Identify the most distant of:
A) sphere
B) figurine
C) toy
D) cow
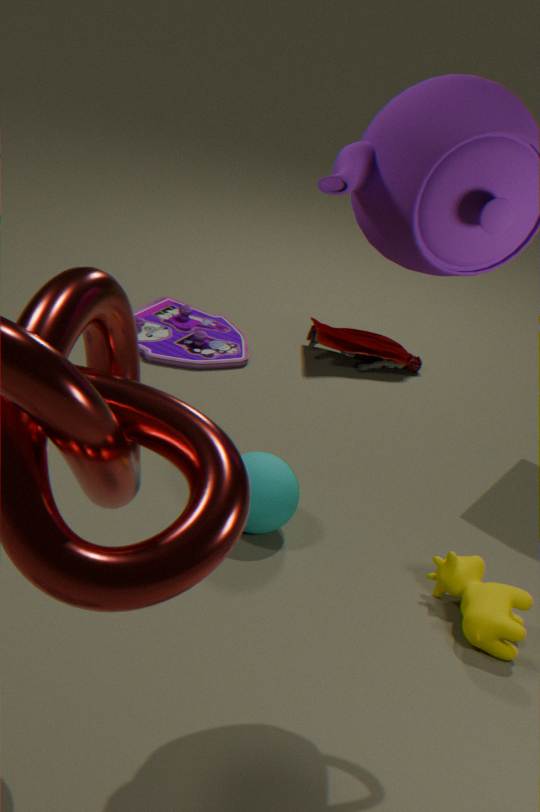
figurine
